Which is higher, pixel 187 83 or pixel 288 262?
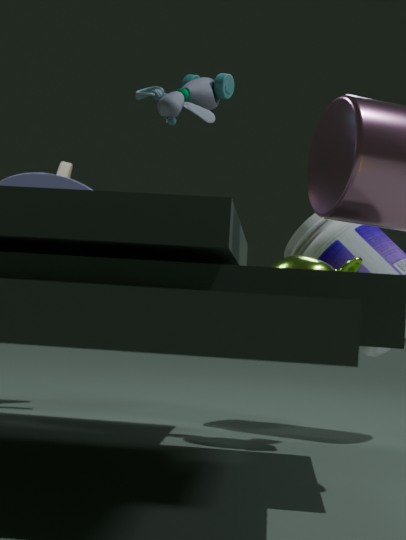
pixel 187 83
